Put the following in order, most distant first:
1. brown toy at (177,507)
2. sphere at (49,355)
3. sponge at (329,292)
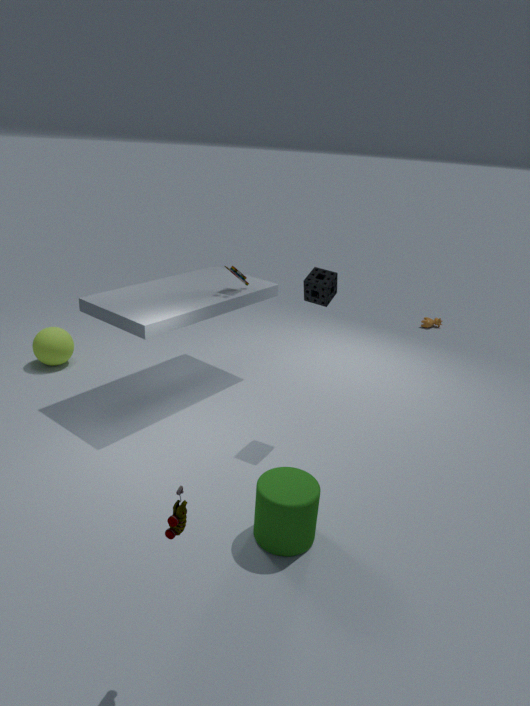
1. sphere at (49,355)
2. sponge at (329,292)
3. brown toy at (177,507)
